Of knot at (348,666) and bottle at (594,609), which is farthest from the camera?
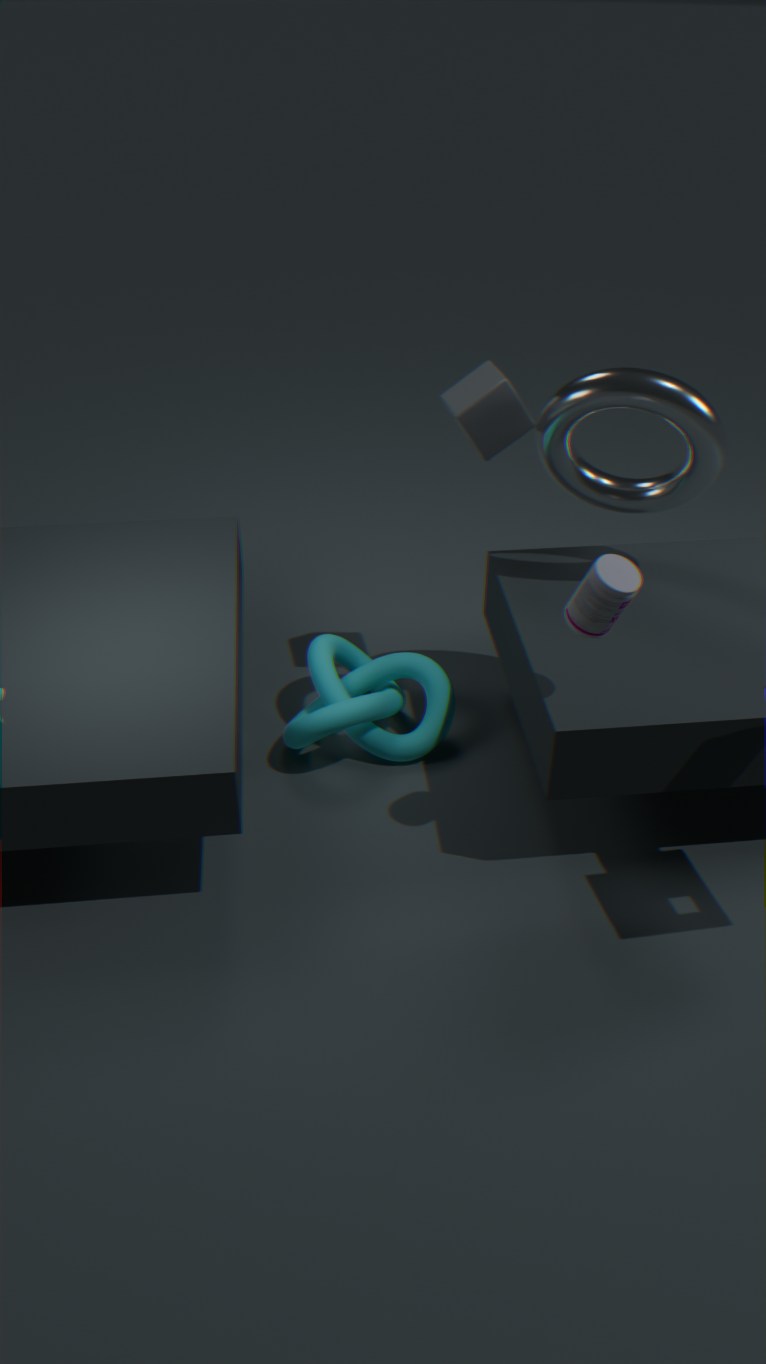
knot at (348,666)
